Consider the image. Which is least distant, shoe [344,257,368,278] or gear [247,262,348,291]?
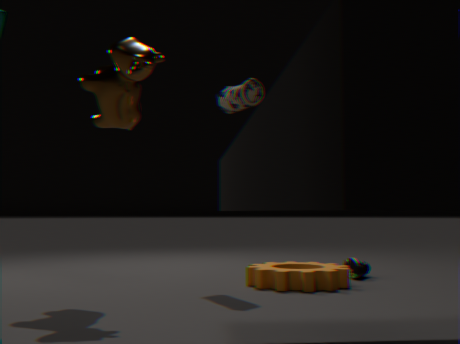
gear [247,262,348,291]
